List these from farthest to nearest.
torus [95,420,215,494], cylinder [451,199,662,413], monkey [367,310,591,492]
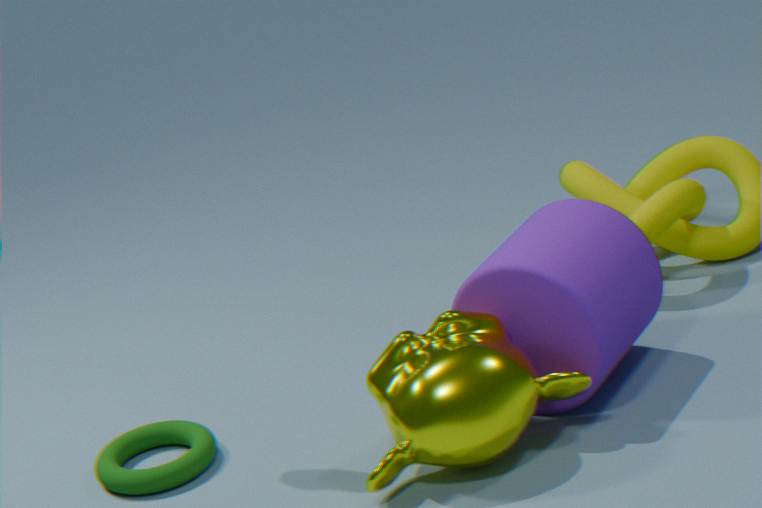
torus [95,420,215,494], cylinder [451,199,662,413], monkey [367,310,591,492]
